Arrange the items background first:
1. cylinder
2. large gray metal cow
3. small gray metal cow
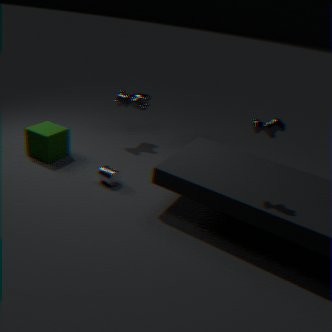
large gray metal cow → cylinder → small gray metal cow
